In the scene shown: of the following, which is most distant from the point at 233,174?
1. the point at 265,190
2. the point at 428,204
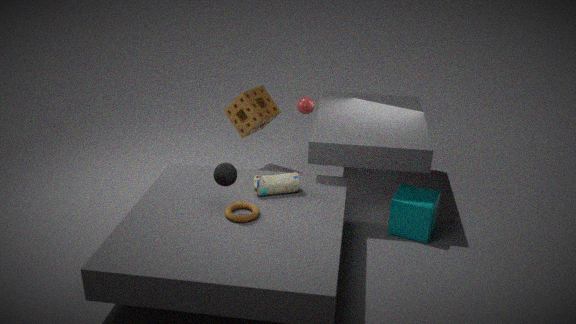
the point at 428,204
